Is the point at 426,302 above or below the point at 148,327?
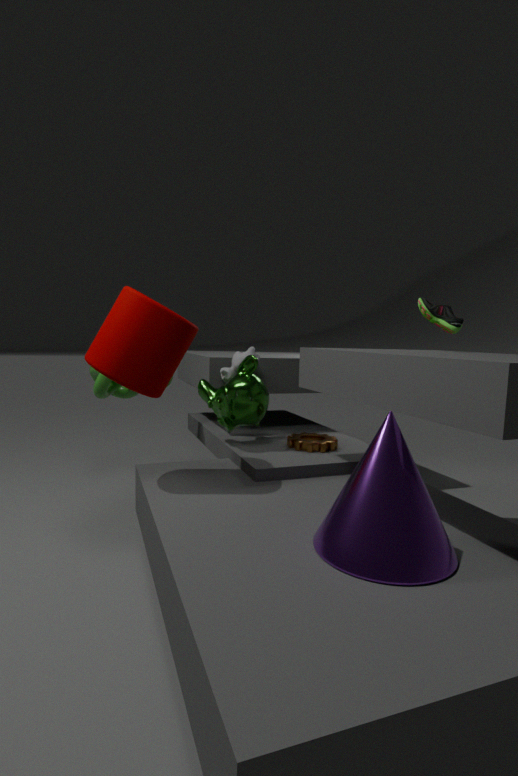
above
